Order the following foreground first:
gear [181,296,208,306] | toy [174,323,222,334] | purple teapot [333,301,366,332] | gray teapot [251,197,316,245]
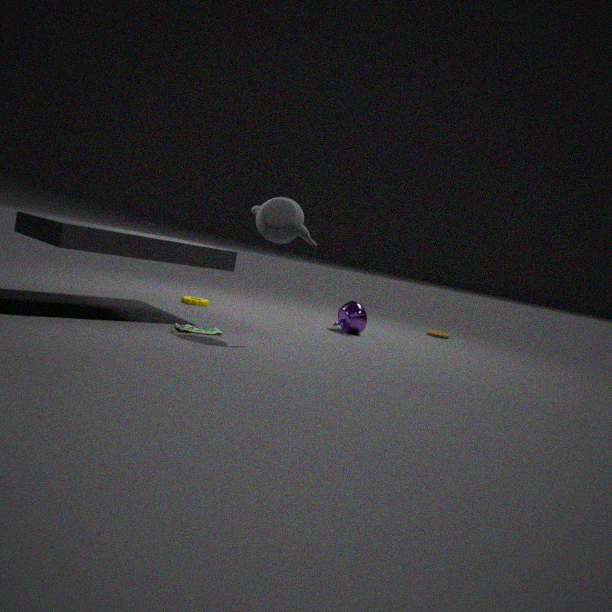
gray teapot [251,197,316,245] < toy [174,323,222,334] < gear [181,296,208,306] < purple teapot [333,301,366,332]
